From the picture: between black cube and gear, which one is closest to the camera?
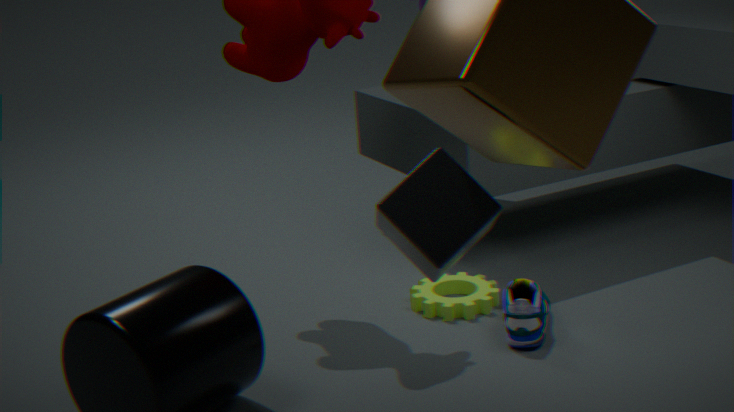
black cube
